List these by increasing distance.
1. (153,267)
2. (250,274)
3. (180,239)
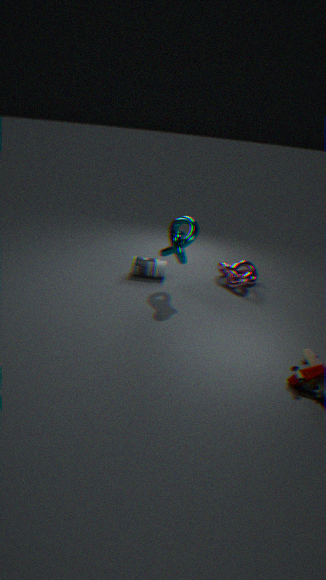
1. (180,239)
2. (250,274)
3. (153,267)
